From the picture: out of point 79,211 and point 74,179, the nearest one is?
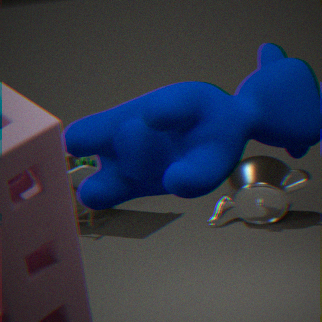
point 74,179
